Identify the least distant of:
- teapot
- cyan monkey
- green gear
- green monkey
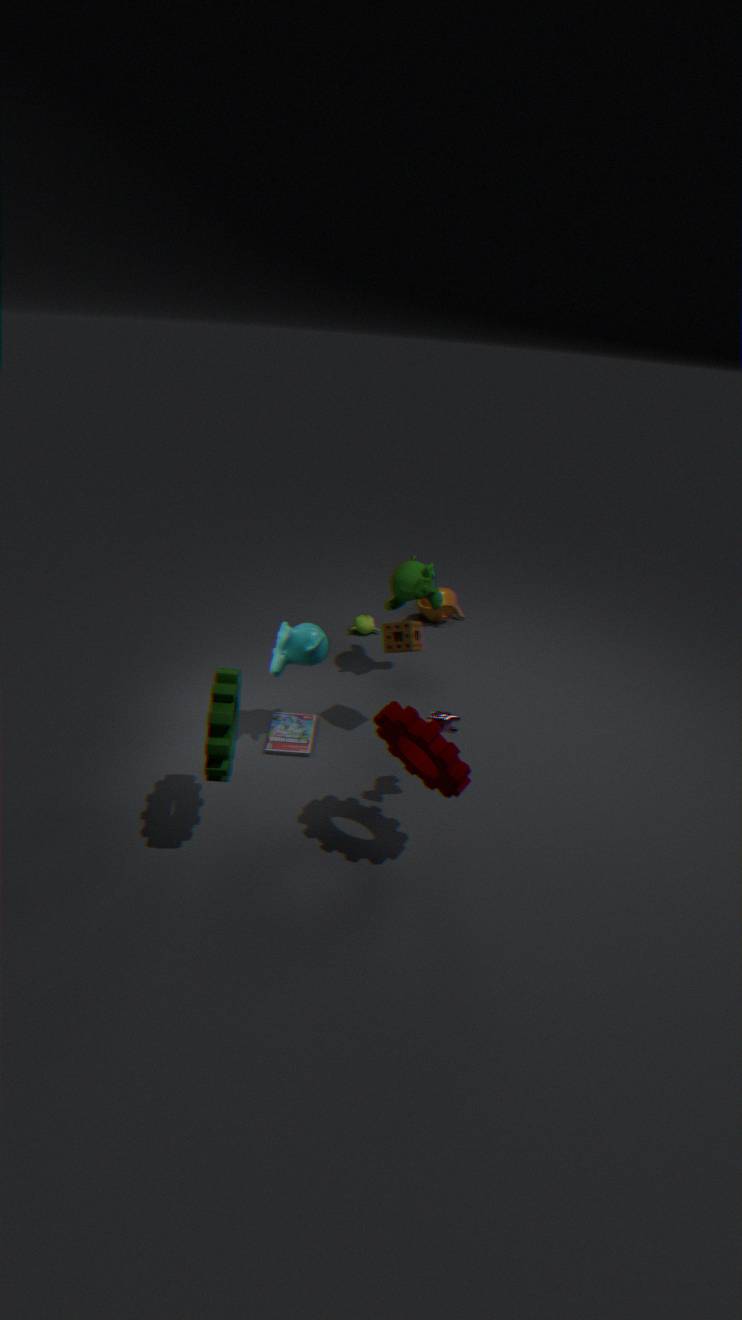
green gear
